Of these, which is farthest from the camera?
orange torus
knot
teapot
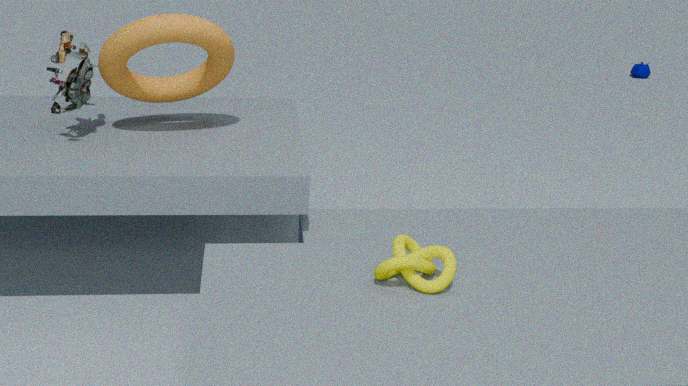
teapot
